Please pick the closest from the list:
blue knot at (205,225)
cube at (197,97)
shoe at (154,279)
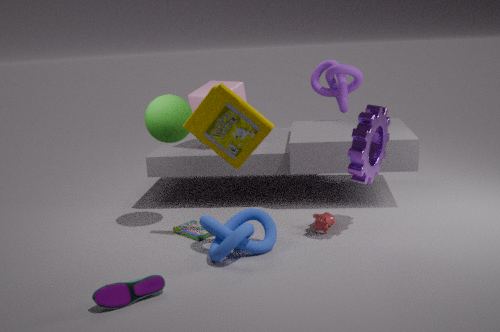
shoe at (154,279)
